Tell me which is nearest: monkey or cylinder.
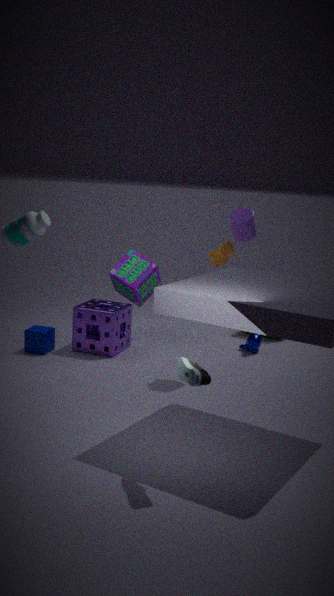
cylinder
